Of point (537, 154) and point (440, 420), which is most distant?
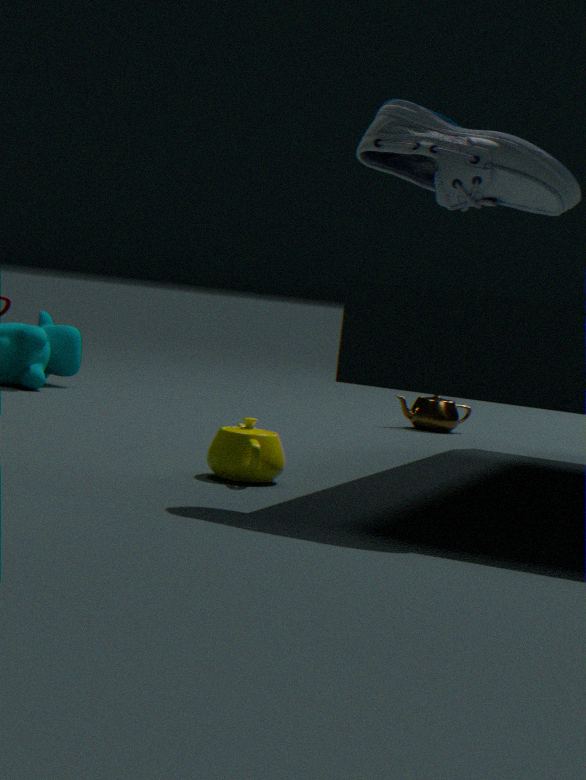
point (440, 420)
